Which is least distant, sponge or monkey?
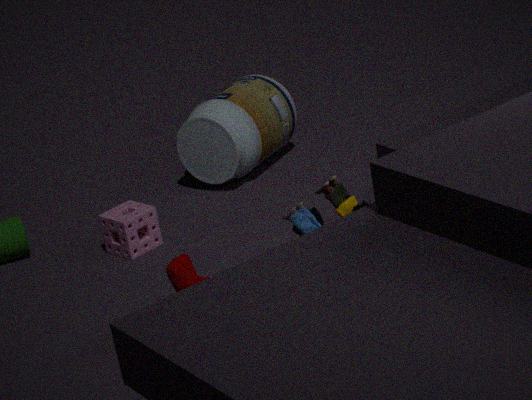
monkey
